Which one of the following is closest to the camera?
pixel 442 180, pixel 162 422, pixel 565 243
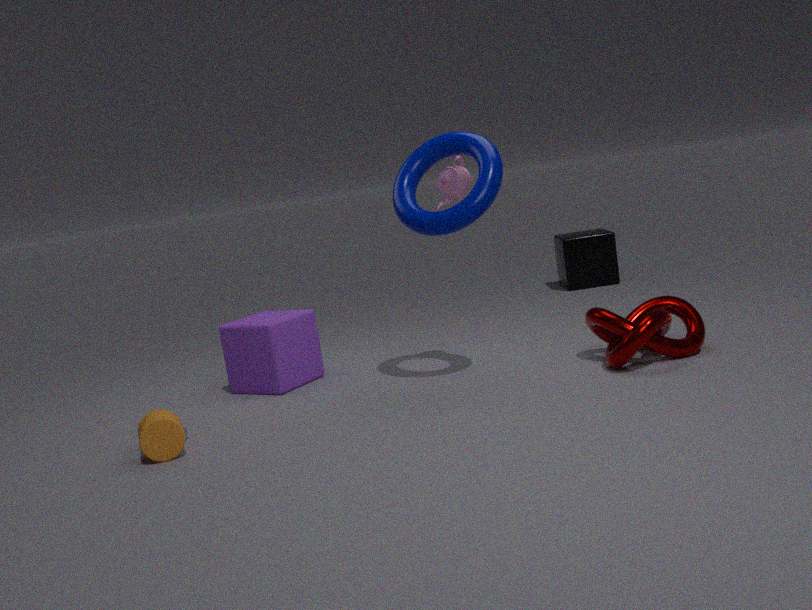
pixel 162 422
